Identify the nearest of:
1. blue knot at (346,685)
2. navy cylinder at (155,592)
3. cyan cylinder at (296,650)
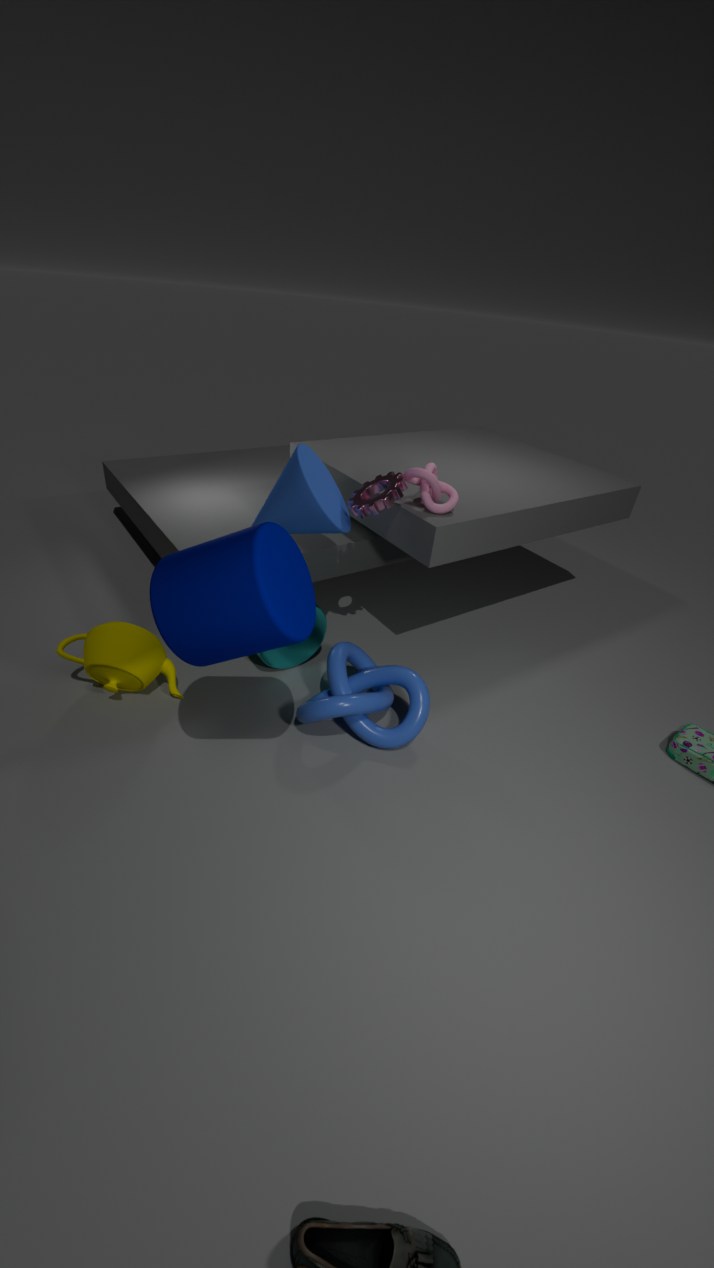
navy cylinder at (155,592)
